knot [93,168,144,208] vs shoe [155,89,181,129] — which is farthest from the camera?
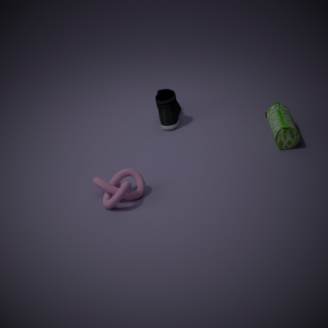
shoe [155,89,181,129]
